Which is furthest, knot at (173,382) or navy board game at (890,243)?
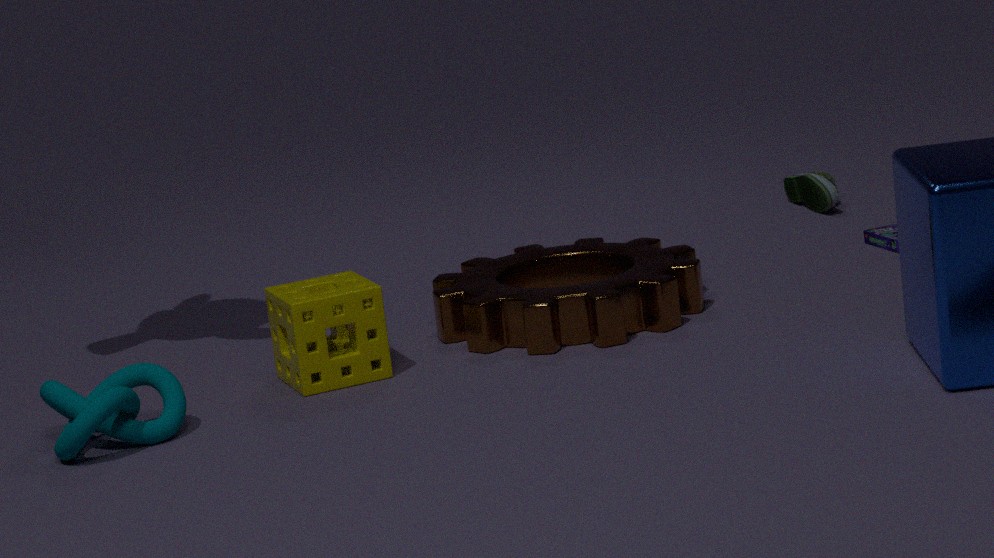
navy board game at (890,243)
